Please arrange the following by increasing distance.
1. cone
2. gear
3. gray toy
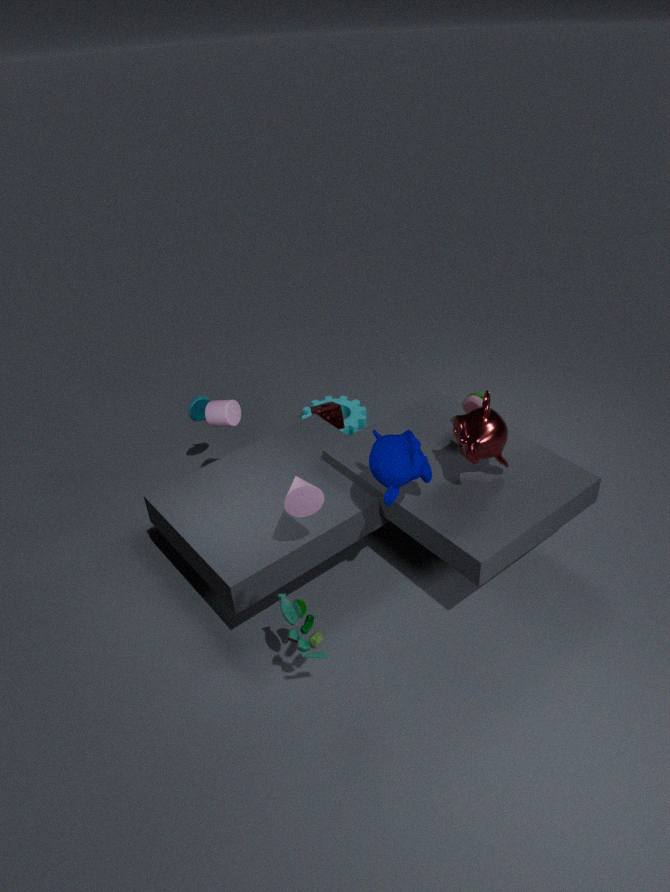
cone
gray toy
gear
